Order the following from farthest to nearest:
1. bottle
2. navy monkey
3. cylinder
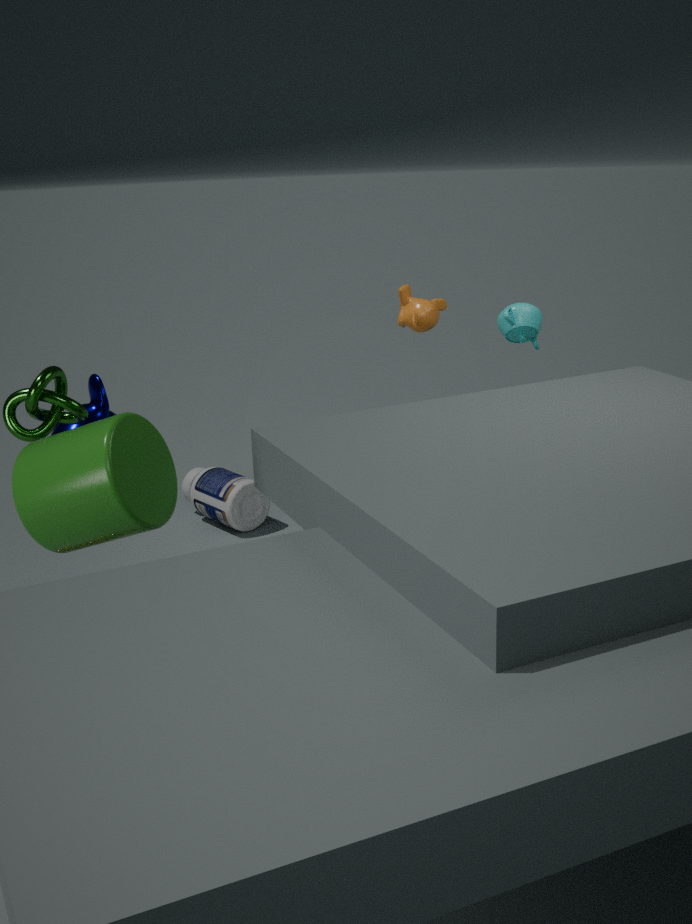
bottle
navy monkey
cylinder
